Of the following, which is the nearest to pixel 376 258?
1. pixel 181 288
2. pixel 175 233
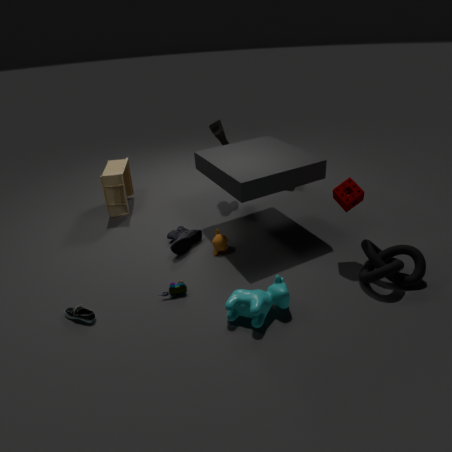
pixel 181 288
